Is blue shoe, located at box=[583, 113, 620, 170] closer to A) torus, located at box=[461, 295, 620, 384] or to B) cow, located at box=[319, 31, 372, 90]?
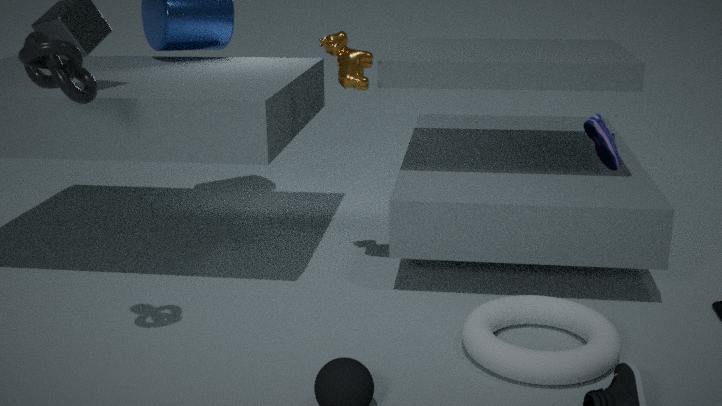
A) torus, located at box=[461, 295, 620, 384]
